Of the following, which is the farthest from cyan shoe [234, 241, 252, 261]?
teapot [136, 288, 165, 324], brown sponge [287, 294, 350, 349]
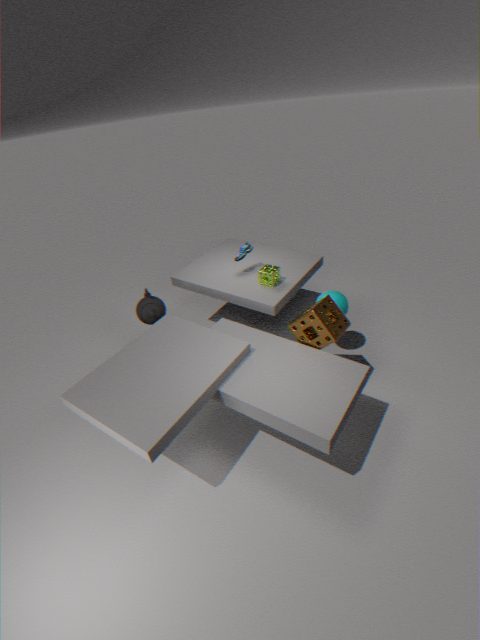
brown sponge [287, 294, 350, 349]
